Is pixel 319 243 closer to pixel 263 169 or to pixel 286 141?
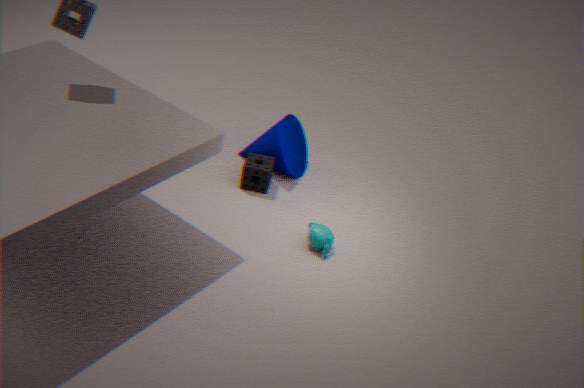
pixel 263 169
